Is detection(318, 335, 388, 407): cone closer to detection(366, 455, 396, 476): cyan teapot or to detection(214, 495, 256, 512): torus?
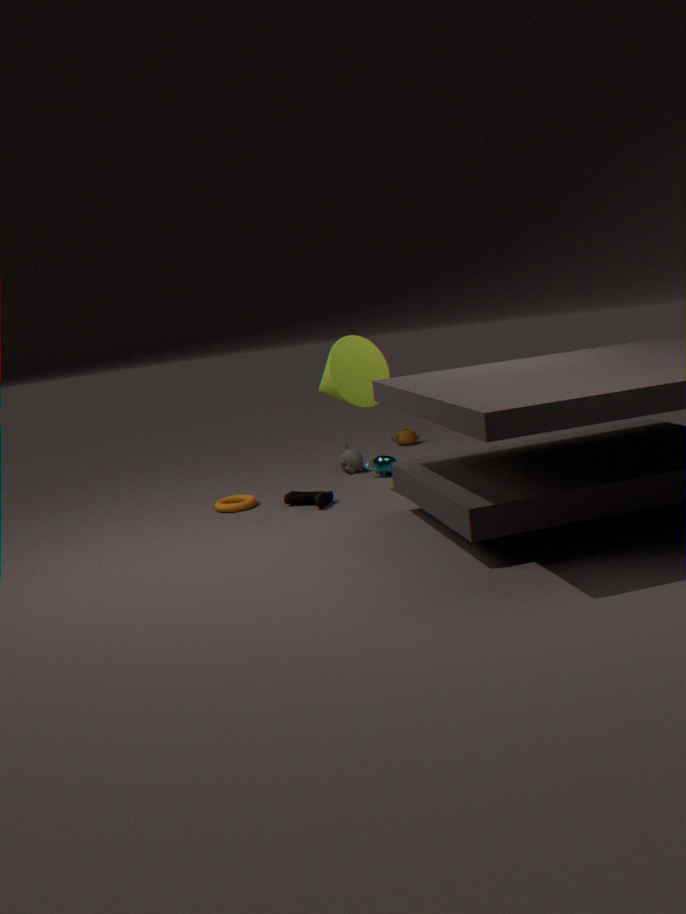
detection(366, 455, 396, 476): cyan teapot
